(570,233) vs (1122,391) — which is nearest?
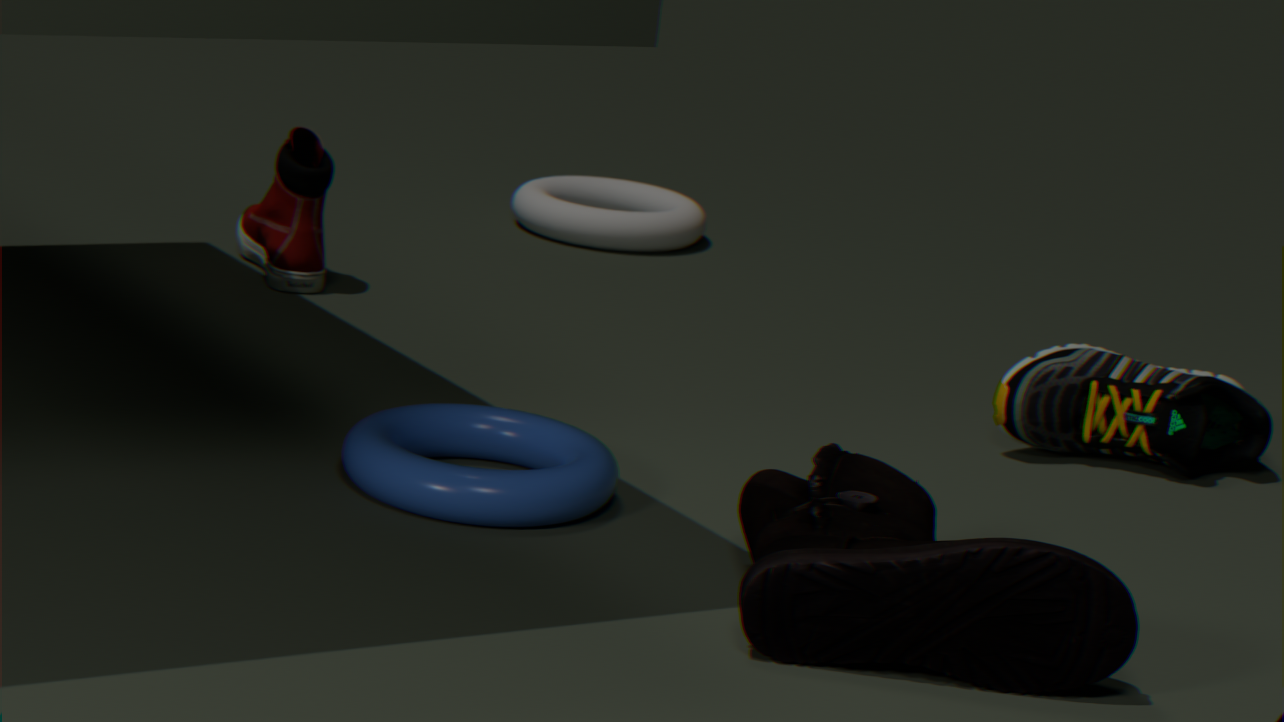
(1122,391)
